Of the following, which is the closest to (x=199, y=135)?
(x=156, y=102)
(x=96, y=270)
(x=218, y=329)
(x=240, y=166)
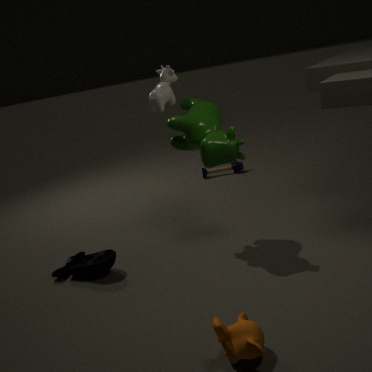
(x=156, y=102)
